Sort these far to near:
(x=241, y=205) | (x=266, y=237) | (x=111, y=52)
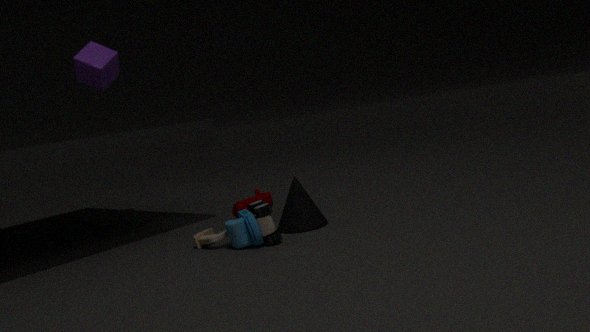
(x=111, y=52), (x=241, y=205), (x=266, y=237)
